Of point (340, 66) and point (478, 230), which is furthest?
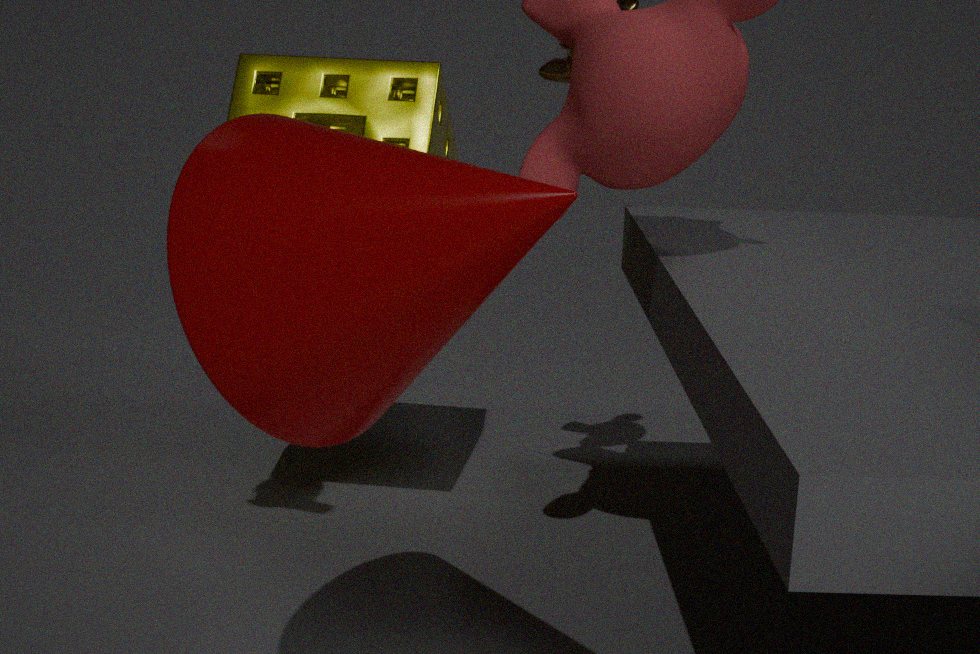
point (340, 66)
